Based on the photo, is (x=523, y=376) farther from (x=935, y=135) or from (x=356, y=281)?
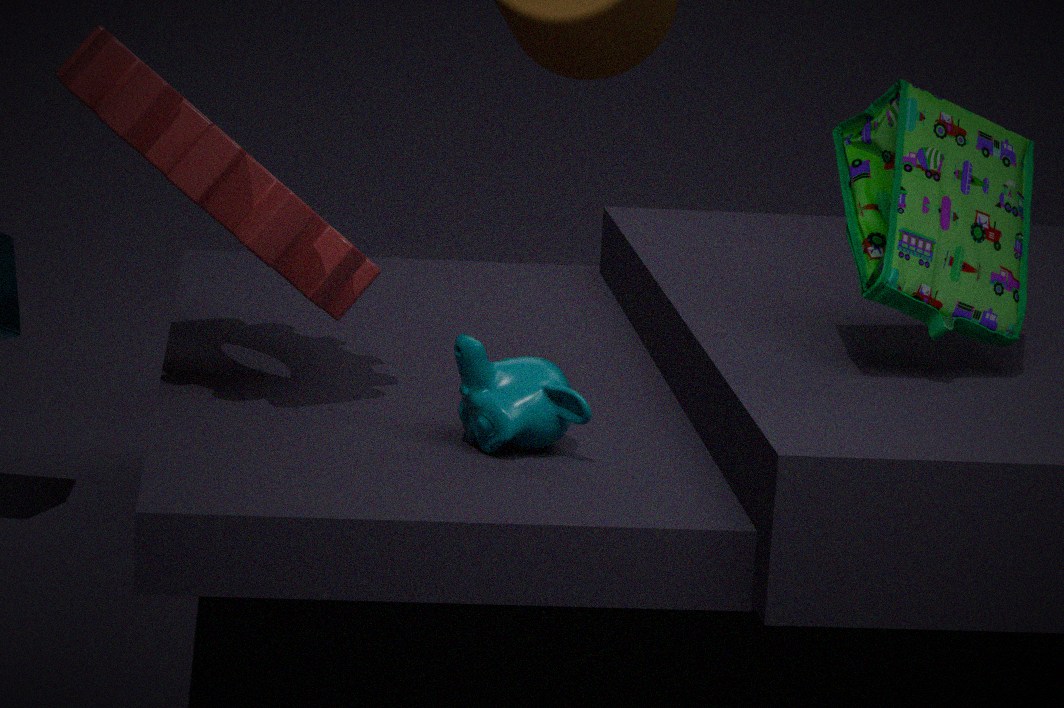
(x=935, y=135)
